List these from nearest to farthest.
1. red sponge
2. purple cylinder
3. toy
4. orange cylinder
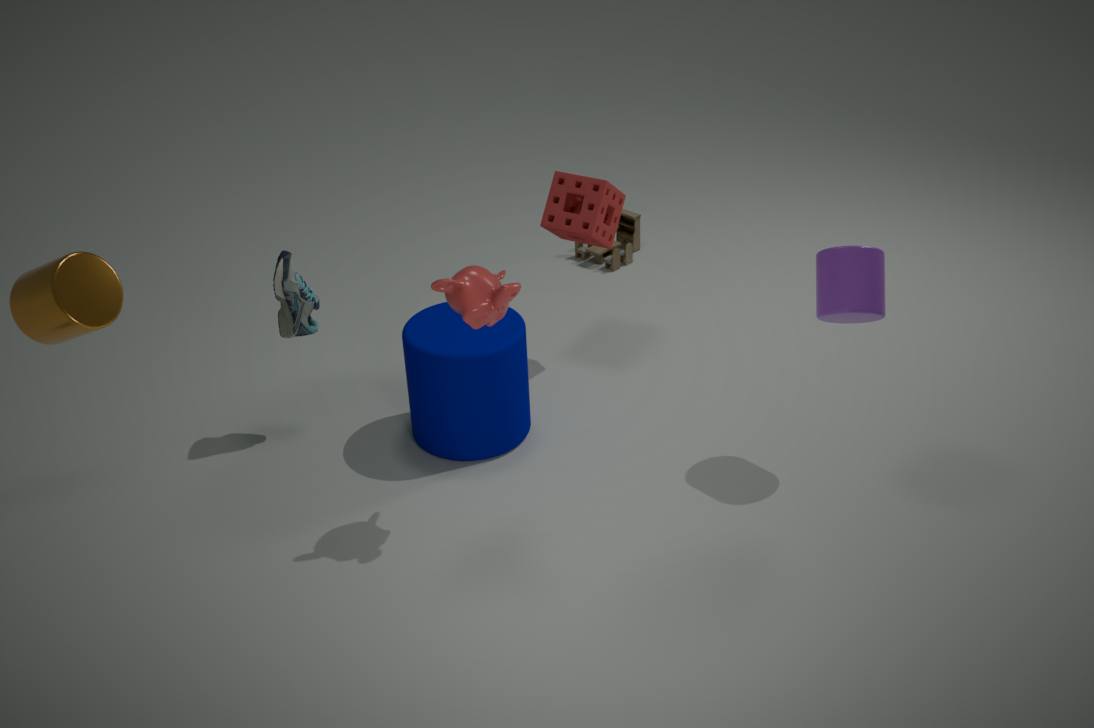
orange cylinder → purple cylinder → red sponge → toy
